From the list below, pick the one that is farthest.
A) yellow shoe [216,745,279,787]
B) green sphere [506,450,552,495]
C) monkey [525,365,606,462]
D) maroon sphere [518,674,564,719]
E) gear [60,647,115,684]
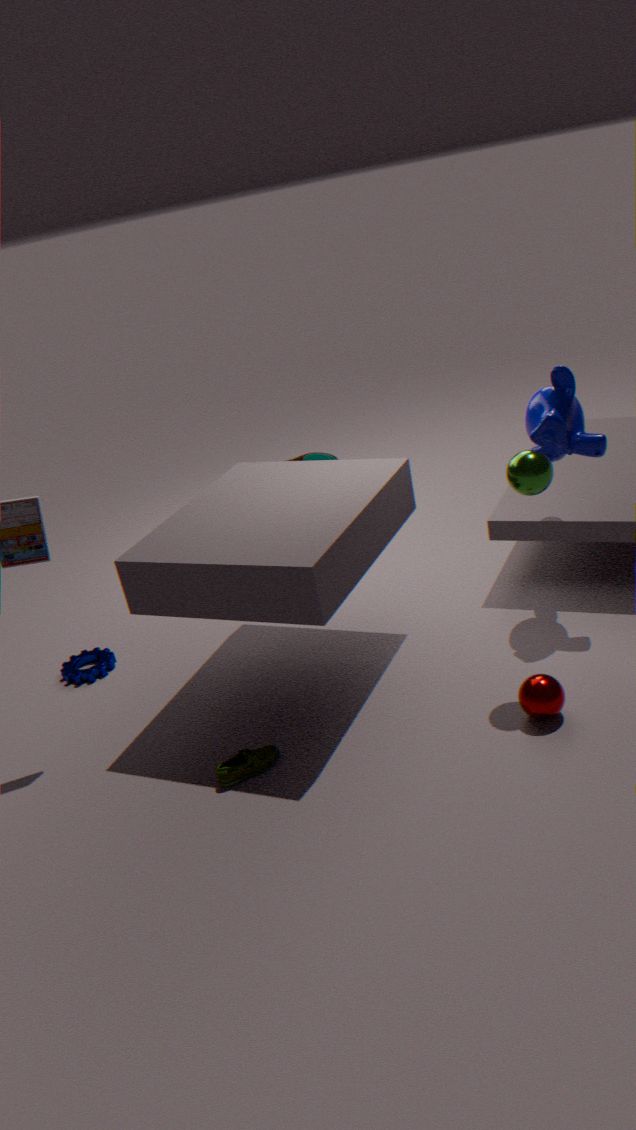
gear [60,647,115,684]
